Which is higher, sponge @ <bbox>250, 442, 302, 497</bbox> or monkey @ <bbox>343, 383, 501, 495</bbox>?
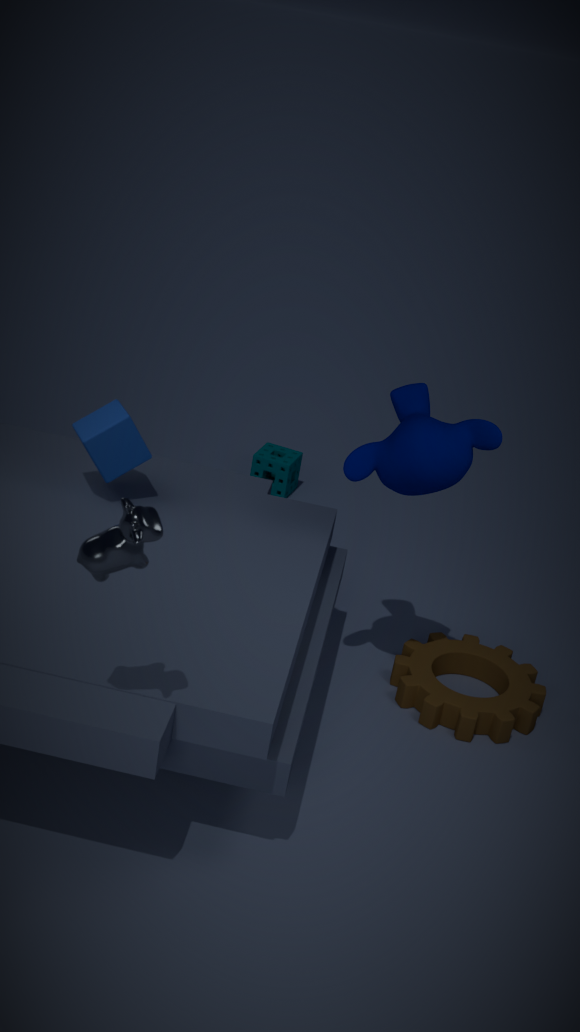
monkey @ <bbox>343, 383, 501, 495</bbox>
